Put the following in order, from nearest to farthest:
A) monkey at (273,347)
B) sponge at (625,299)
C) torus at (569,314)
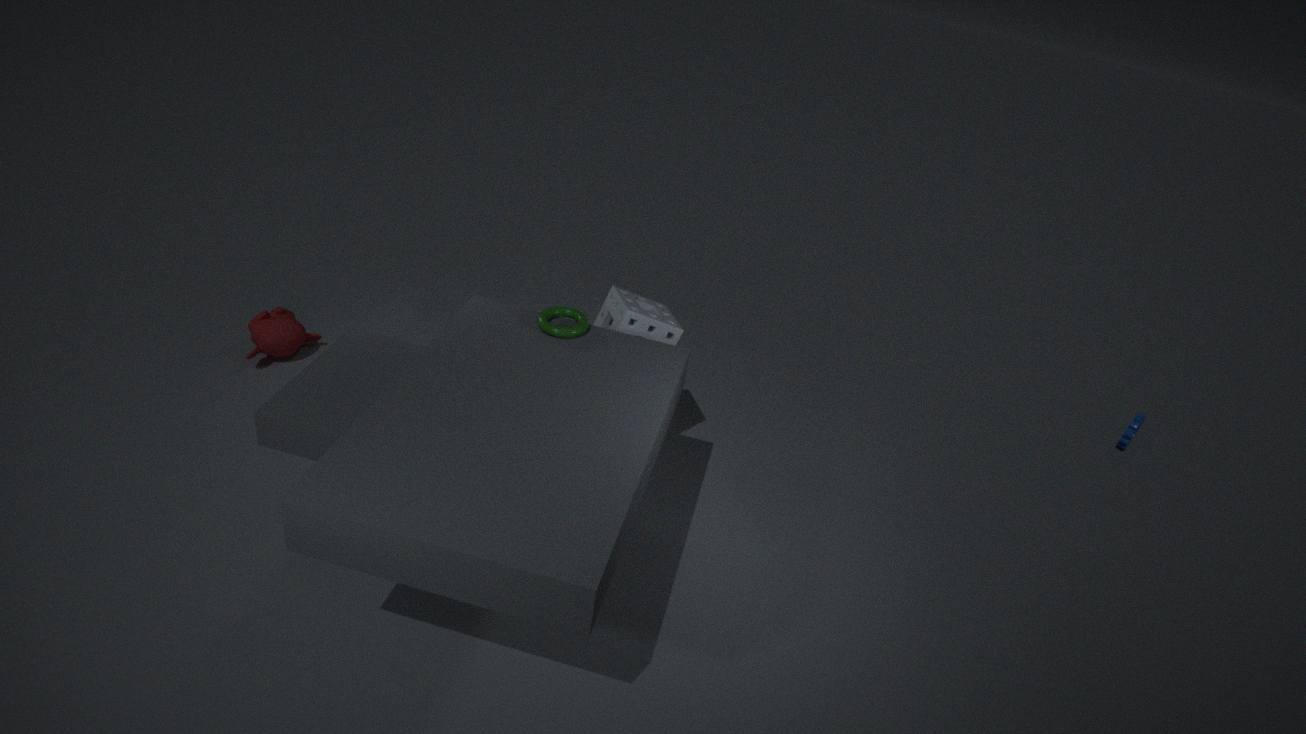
1. torus at (569,314)
2. sponge at (625,299)
3. monkey at (273,347)
